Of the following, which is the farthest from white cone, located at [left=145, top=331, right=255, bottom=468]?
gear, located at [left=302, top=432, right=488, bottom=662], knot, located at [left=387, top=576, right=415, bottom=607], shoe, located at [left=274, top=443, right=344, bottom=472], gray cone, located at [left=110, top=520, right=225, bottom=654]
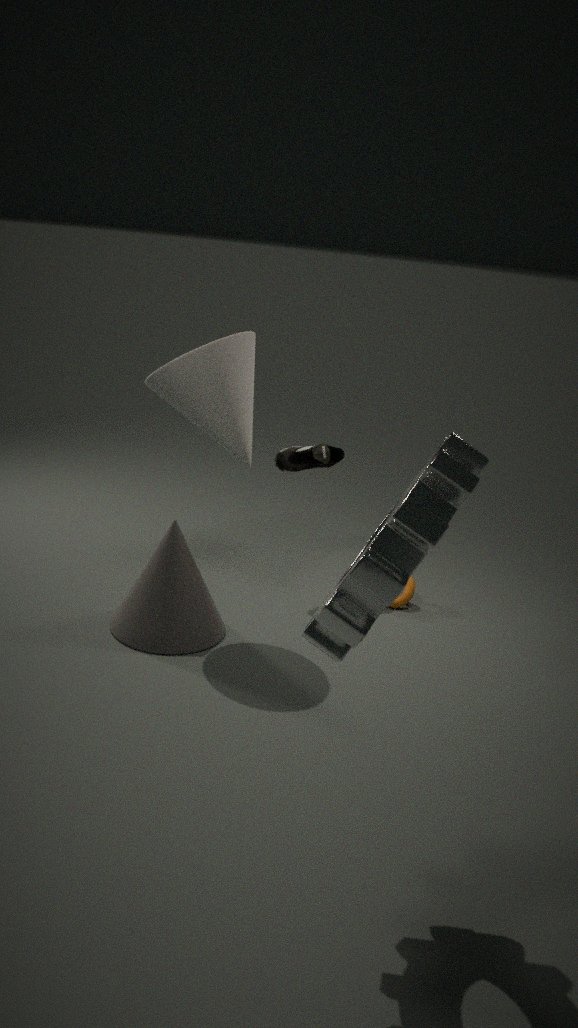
gear, located at [left=302, top=432, right=488, bottom=662]
